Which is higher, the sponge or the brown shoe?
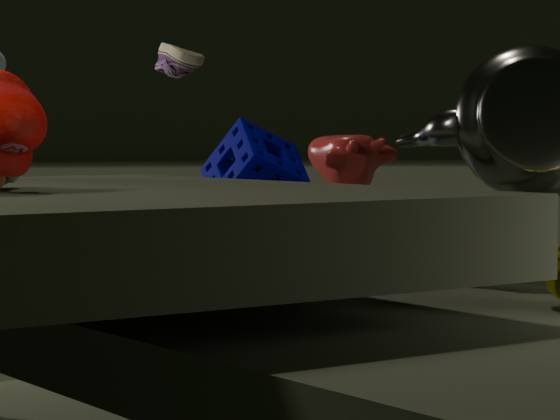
the brown shoe
